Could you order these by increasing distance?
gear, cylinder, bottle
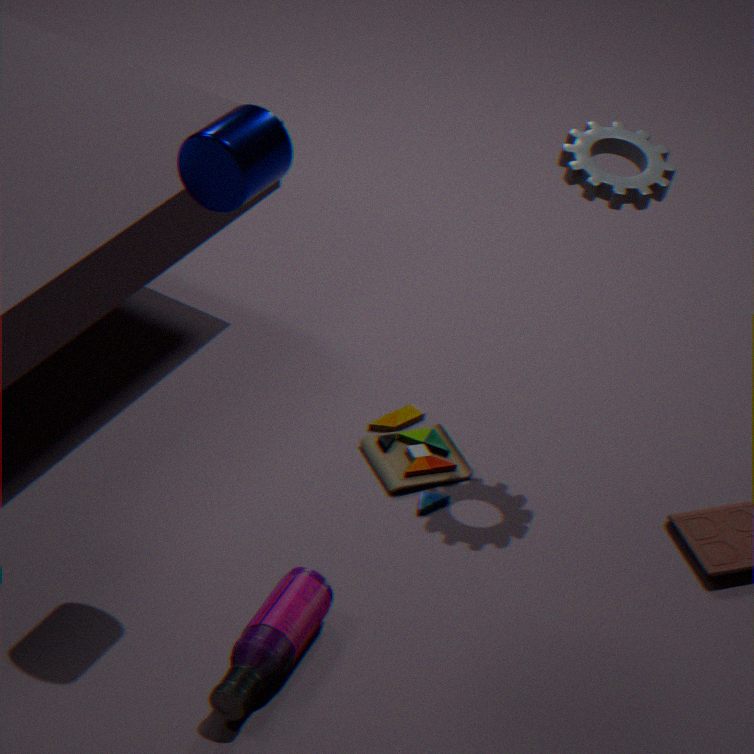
cylinder → bottle → gear
